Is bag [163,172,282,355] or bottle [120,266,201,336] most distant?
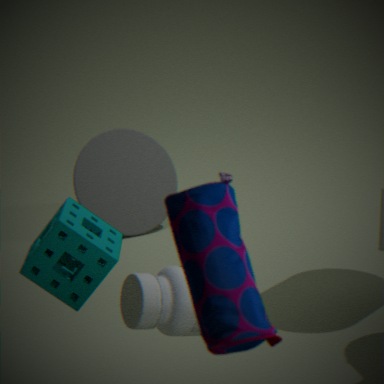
bottle [120,266,201,336]
